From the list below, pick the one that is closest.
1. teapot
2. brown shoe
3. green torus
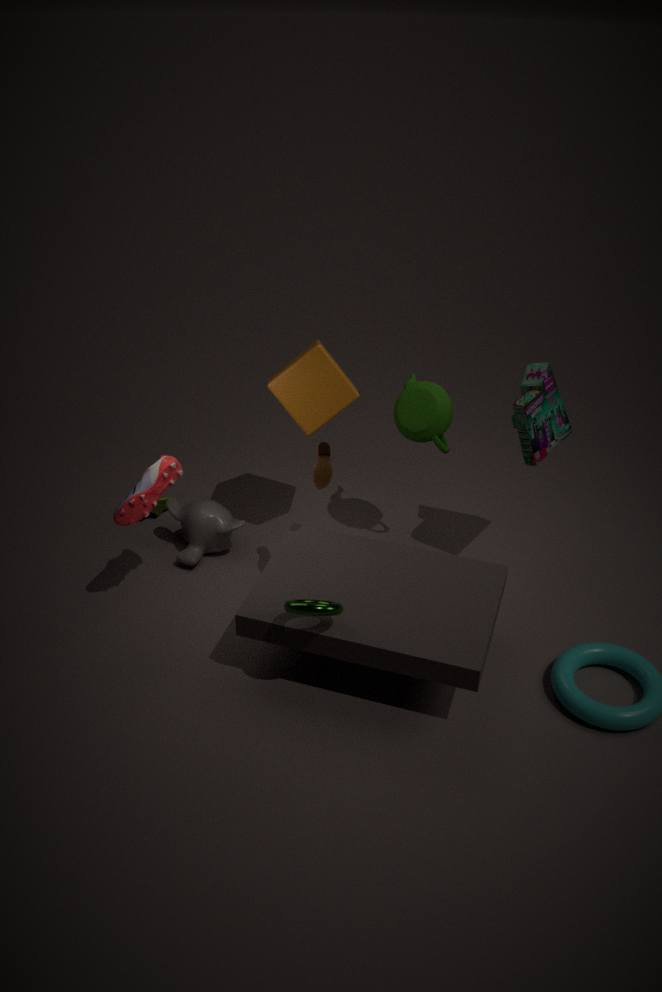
green torus
